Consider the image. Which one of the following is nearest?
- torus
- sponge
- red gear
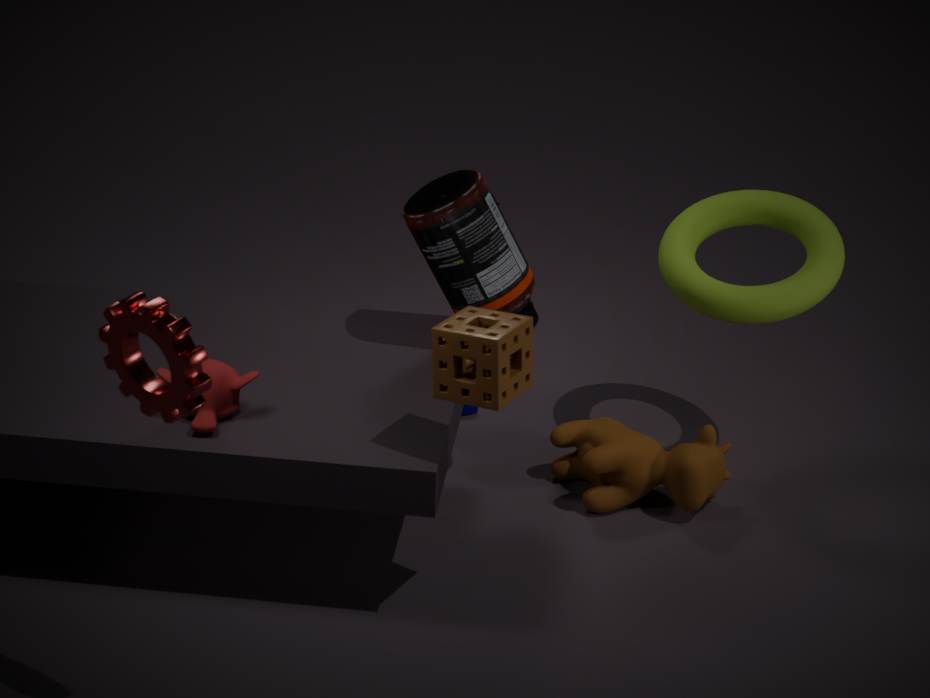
red gear
